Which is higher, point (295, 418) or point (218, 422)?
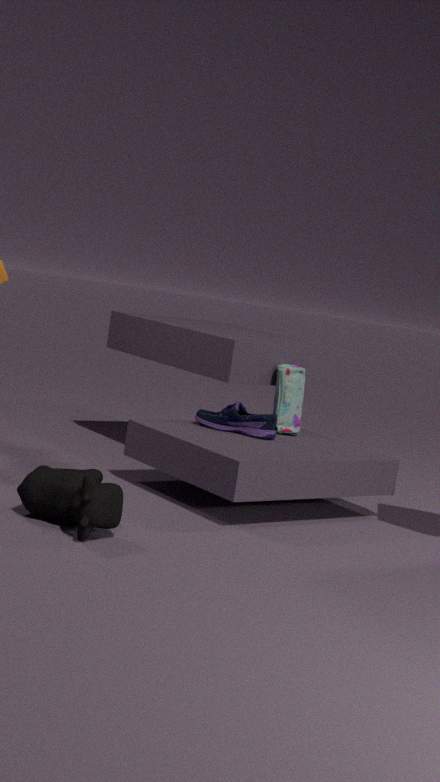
point (295, 418)
